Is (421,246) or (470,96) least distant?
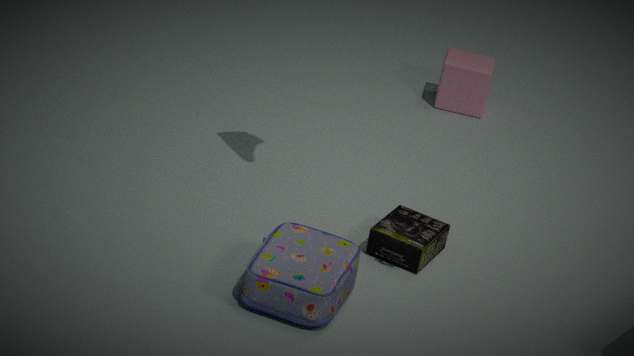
(421,246)
